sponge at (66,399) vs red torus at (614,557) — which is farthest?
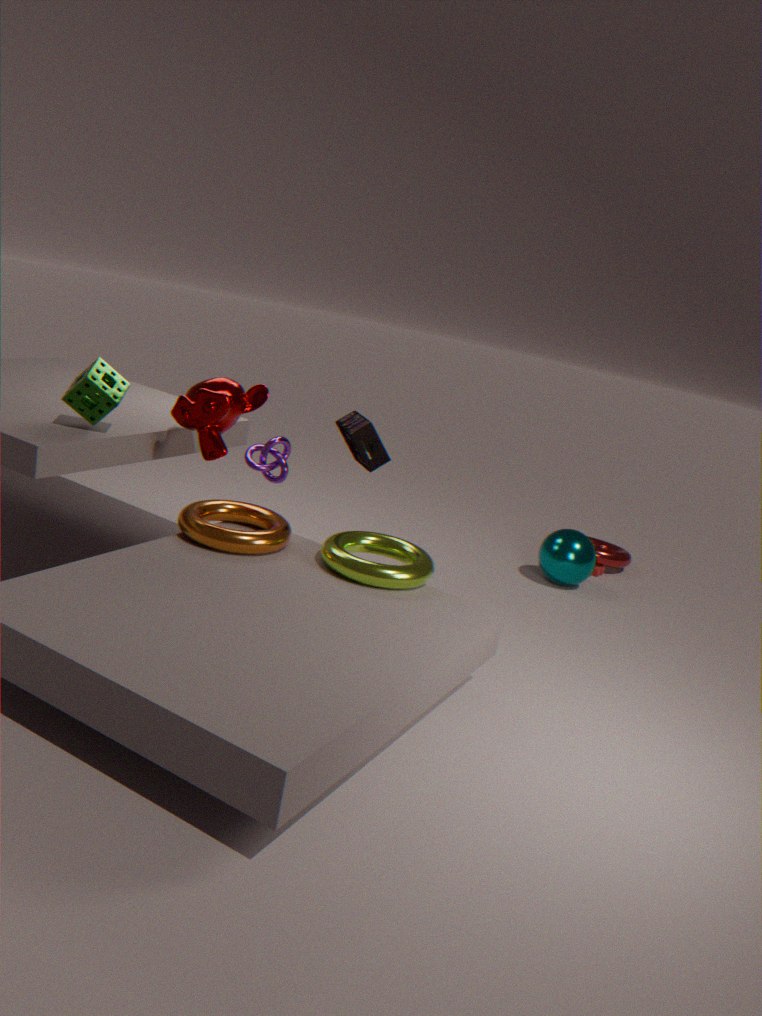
red torus at (614,557)
